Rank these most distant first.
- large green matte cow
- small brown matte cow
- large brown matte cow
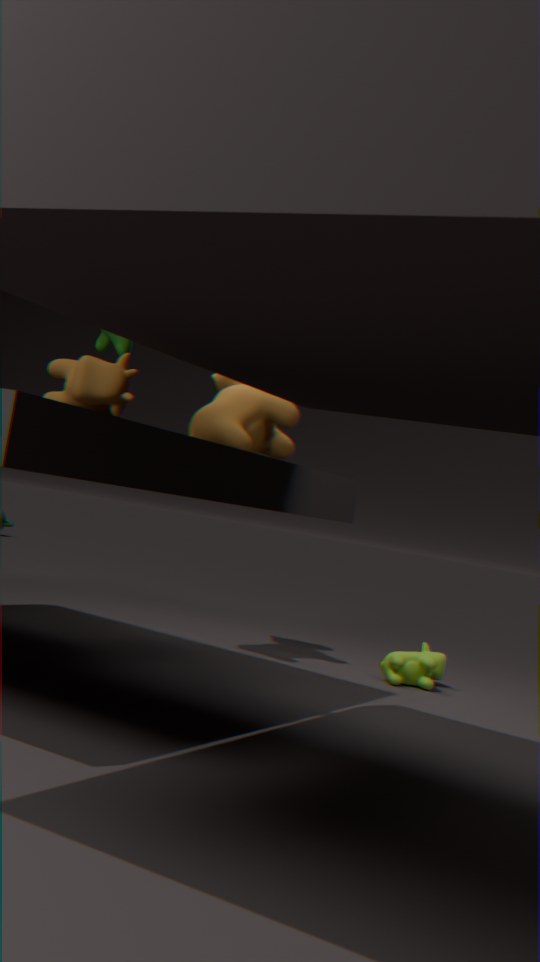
large brown matte cow
large green matte cow
small brown matte cow
